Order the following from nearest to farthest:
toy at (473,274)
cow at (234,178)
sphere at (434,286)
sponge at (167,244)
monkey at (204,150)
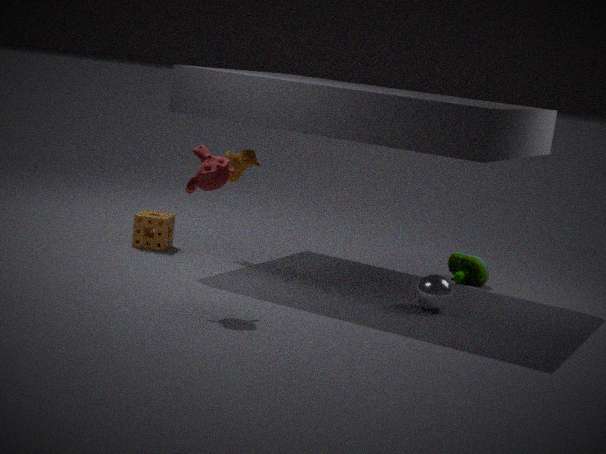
monkey at (204,150)
sphere at (434,286)
cow at (234,178)
sponge at (167,244)
toy at (473,274)
